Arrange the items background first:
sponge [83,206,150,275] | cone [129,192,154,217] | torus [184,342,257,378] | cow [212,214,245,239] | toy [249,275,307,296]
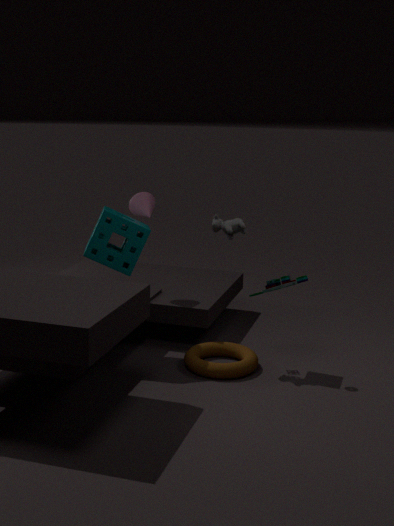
cone [129,192,154,217]
cow [212,214,245,239]
sponge [83,206,150,275]
torus [184,342,257,378]
toy [249,275,307,296]
